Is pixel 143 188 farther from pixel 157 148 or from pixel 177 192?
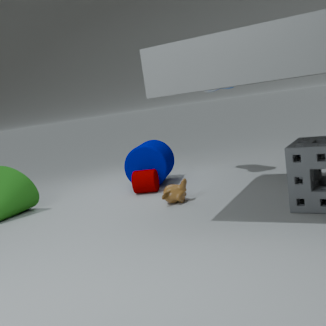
pixel 177 192
